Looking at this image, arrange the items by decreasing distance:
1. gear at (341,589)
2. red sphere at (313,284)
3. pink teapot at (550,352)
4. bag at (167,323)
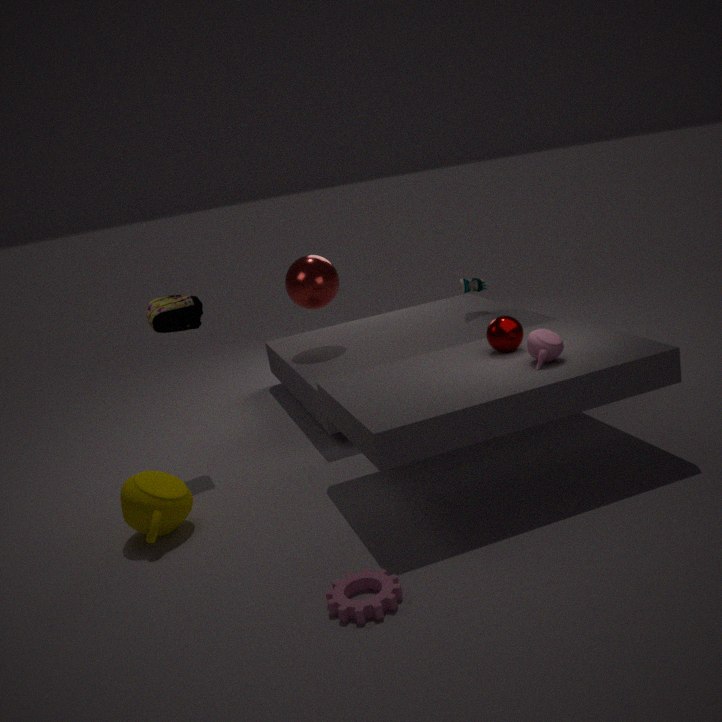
1. red sphere at (313,284)
2. bag at (167,323)
3. pink teapot at (550,352)
4. gear at (341,589)
